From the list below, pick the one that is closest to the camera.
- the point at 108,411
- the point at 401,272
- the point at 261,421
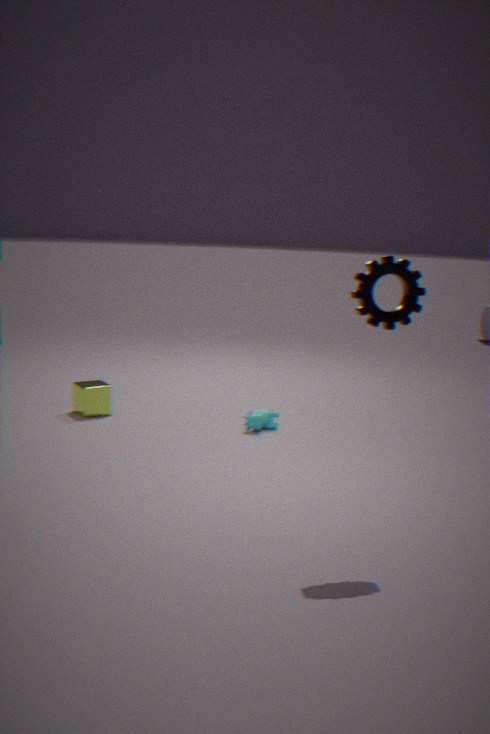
the point at 401,272
